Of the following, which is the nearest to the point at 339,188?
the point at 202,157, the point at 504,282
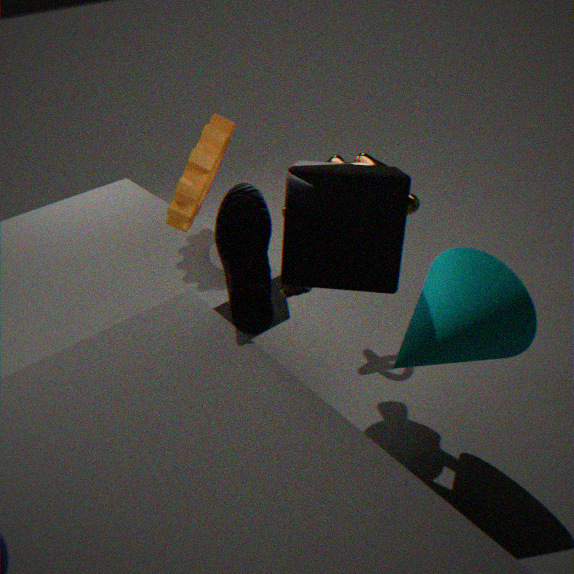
the point at 504,282
